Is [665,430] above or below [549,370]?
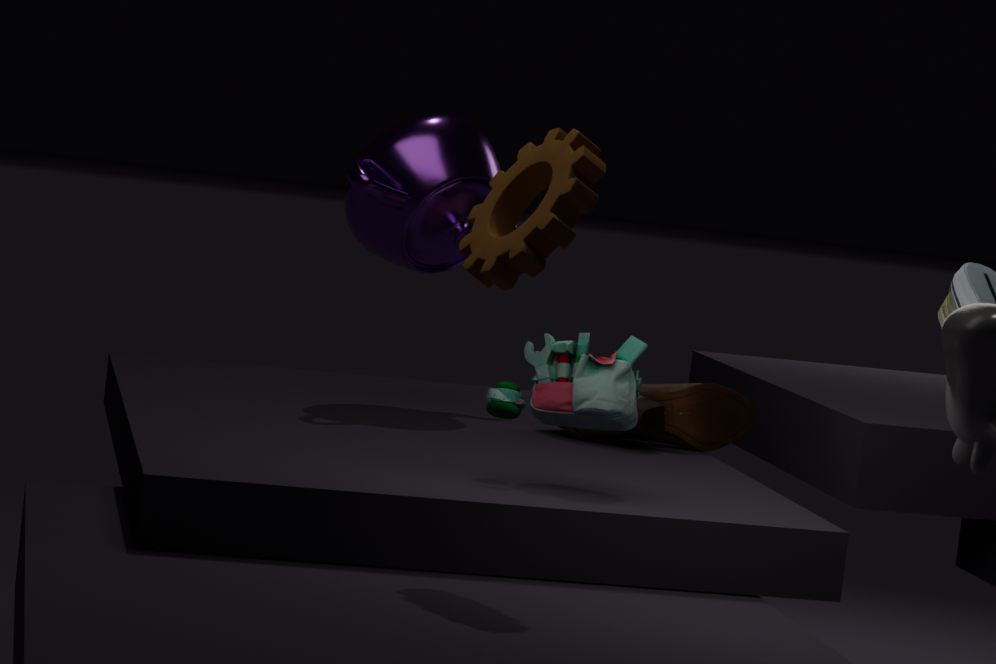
below
